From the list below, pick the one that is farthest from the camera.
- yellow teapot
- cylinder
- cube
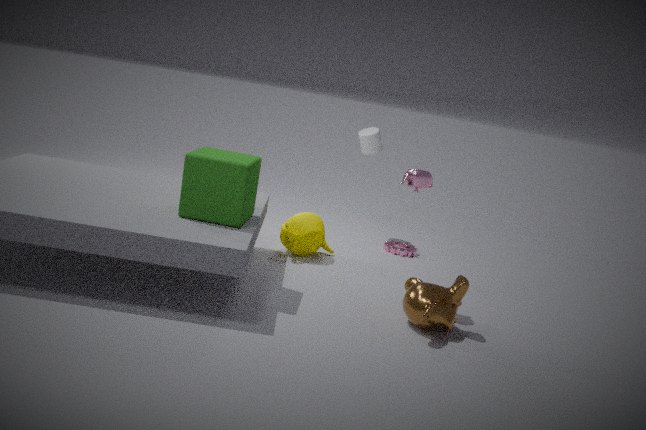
cylinder
